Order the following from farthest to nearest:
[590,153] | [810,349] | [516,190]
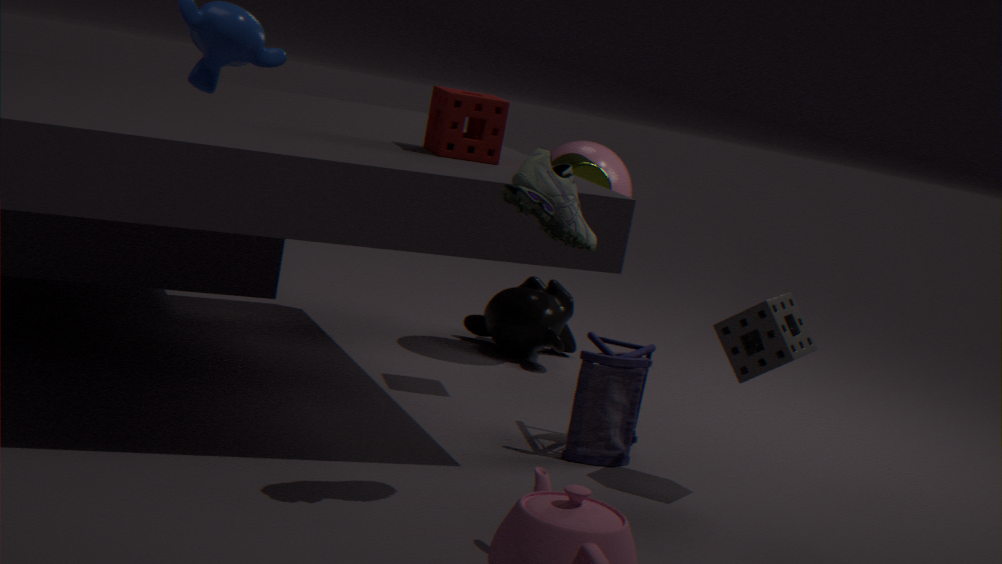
[590,153], [810,349], [516,190]
